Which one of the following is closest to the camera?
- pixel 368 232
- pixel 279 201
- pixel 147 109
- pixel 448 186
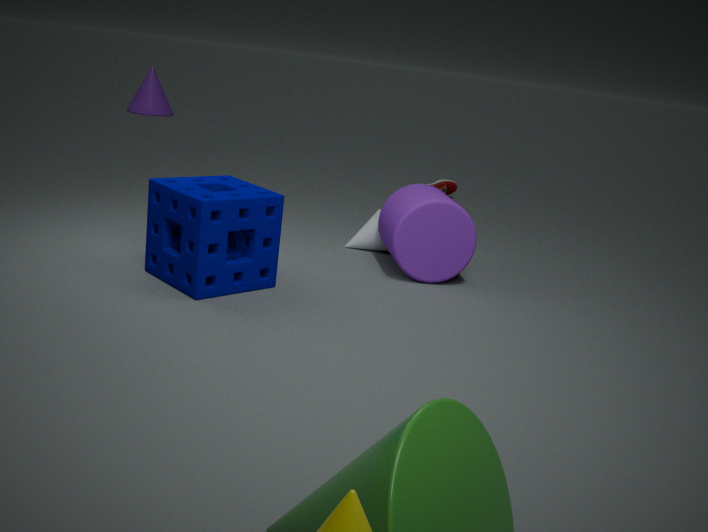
pixel 279 201
